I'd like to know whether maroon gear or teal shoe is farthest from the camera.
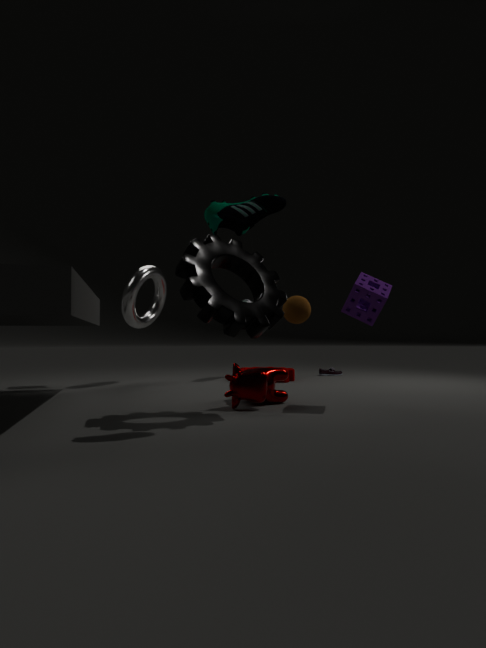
maroon gear
